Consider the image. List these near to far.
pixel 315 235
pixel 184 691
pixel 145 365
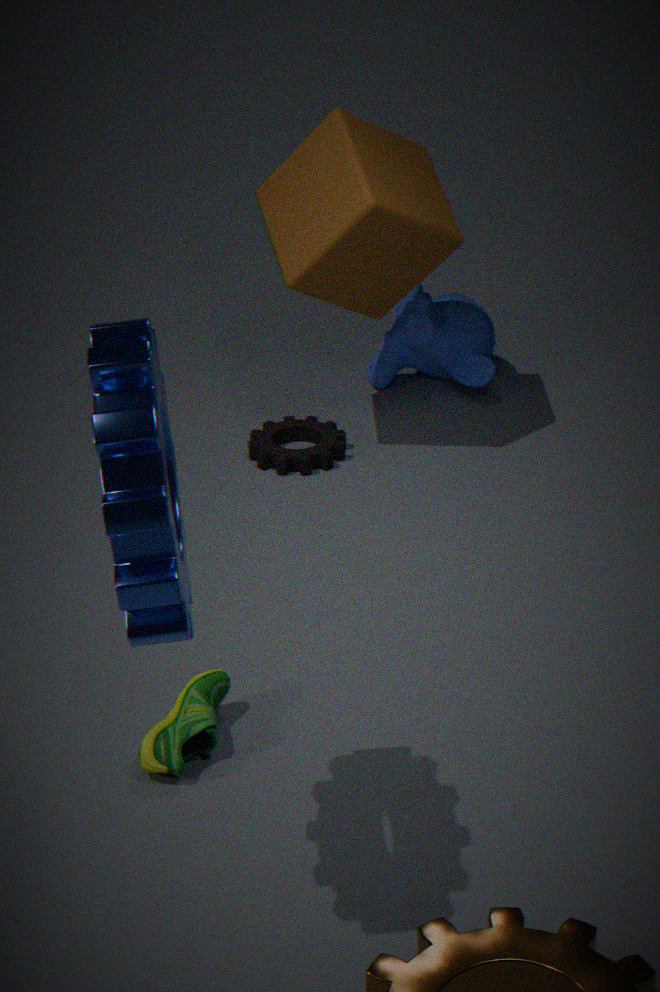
pixel 145 365 → pixel 184 691 → pixel 315 235
